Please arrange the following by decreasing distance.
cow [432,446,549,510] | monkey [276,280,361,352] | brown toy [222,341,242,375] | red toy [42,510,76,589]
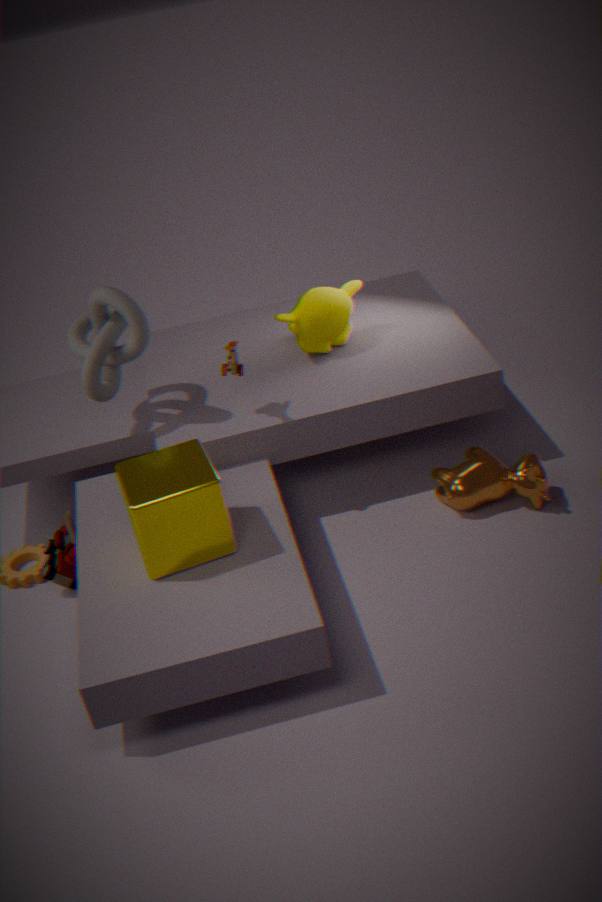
1. monkey [276,280,361,352]
2. red toy [42,510,76,589]
3. cow [432,446,549,510]
4. brown toy [222,341,242,375]
